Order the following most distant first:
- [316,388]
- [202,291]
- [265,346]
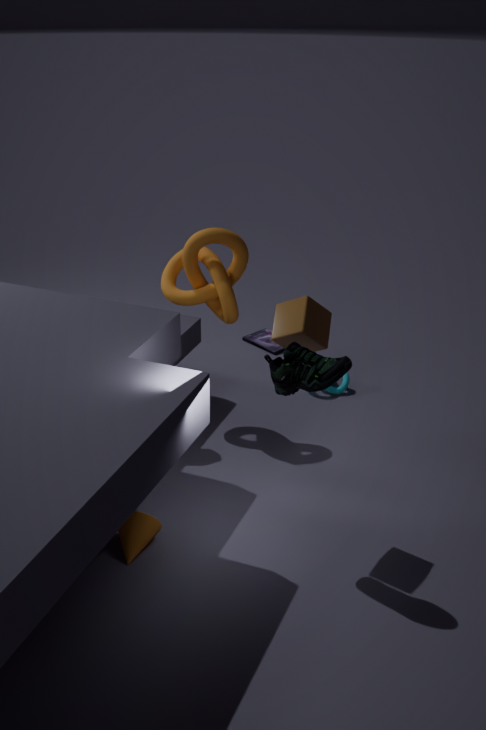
[265,346], [202,291], [316,388]
